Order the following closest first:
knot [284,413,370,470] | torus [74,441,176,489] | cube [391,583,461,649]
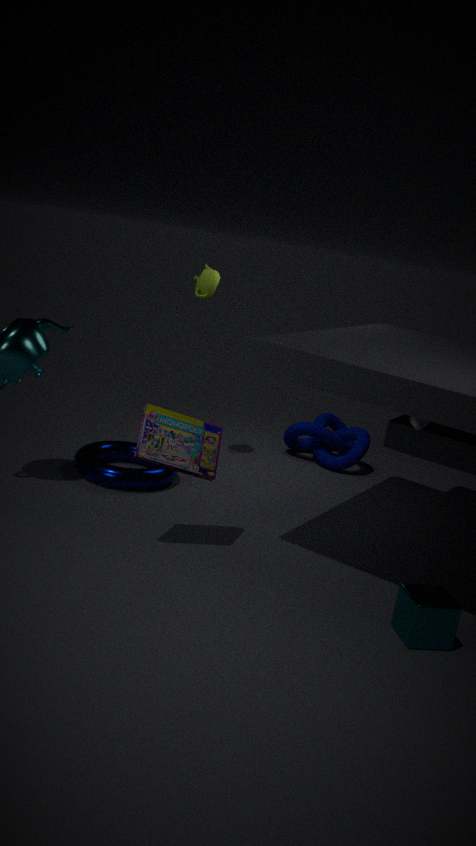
1. cube [391,583,461,649]
2. torus [74,441,176,489]
3. knot [284,413,370,470]
